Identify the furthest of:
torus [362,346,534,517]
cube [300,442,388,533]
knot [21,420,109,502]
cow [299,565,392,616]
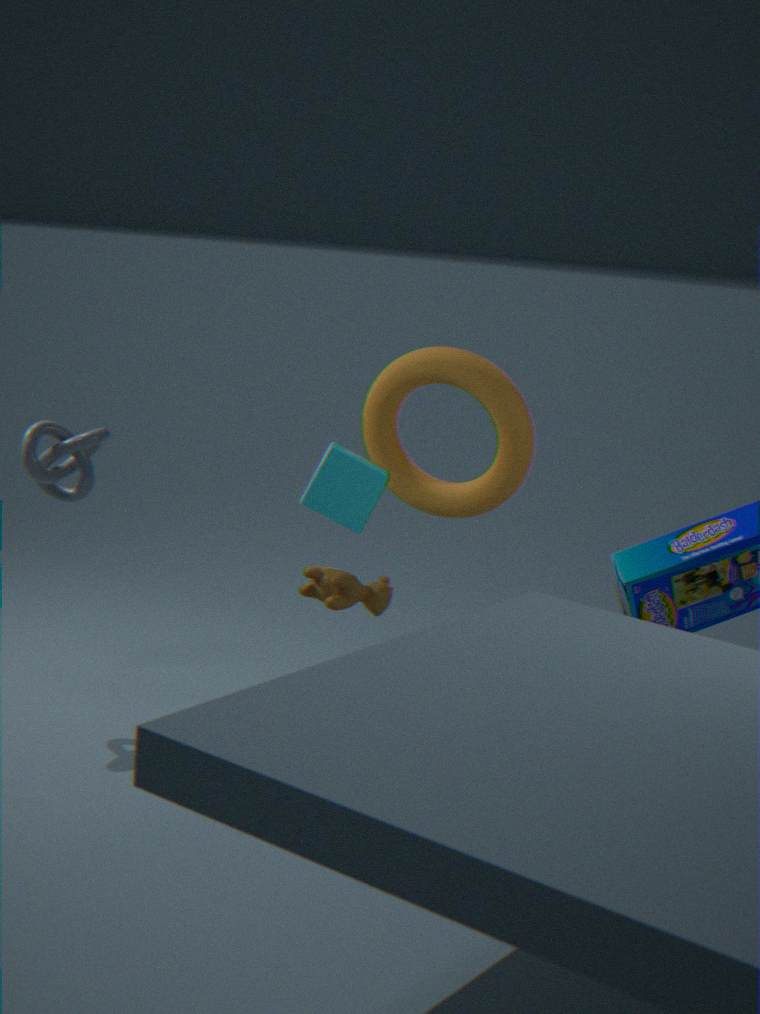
torus [362,346,534,517]
